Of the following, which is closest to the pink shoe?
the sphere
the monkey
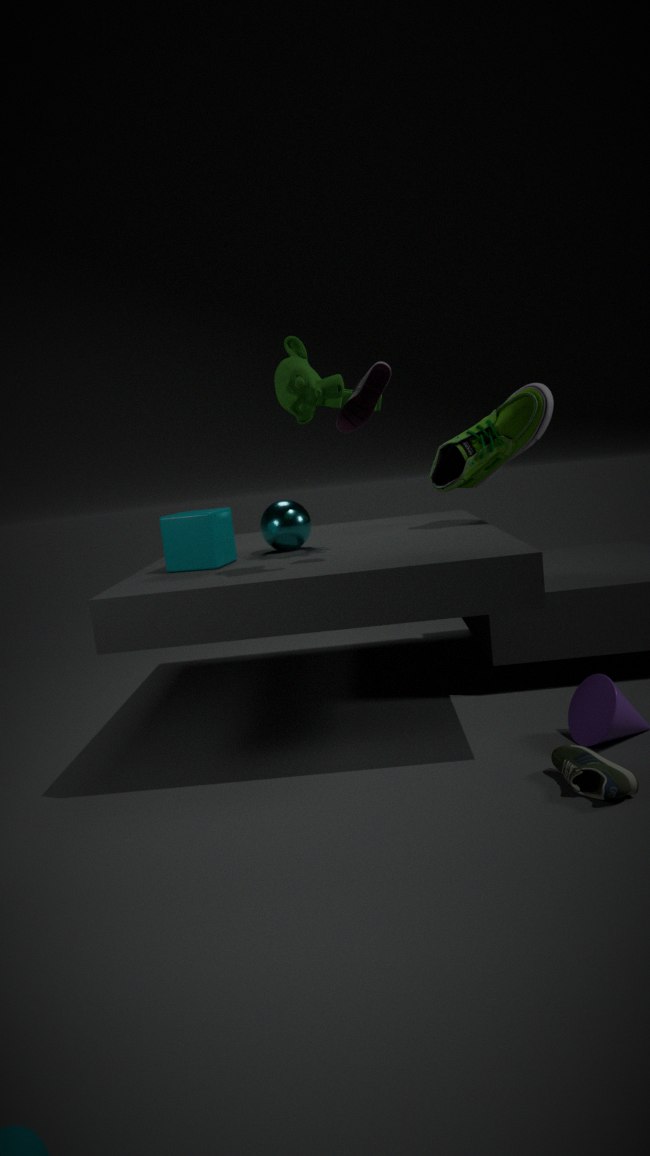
the monkey
